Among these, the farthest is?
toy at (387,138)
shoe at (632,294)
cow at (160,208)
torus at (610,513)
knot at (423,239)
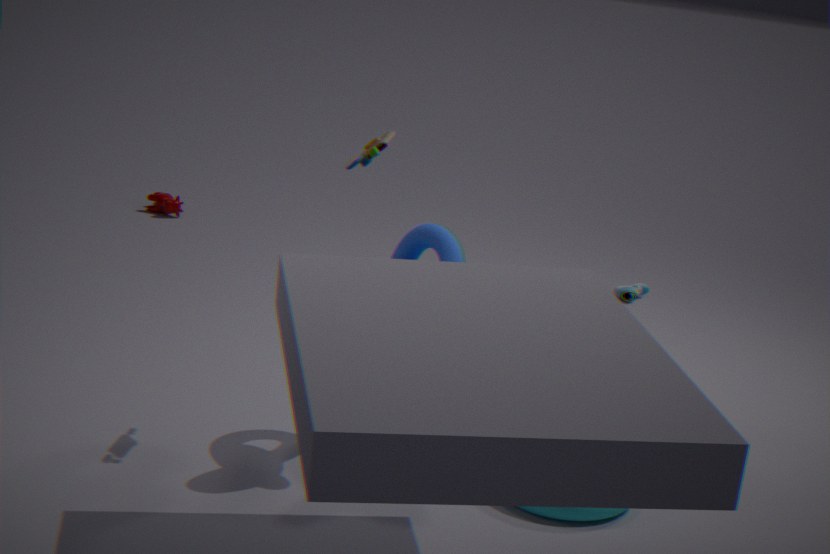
cow at (160,208)
